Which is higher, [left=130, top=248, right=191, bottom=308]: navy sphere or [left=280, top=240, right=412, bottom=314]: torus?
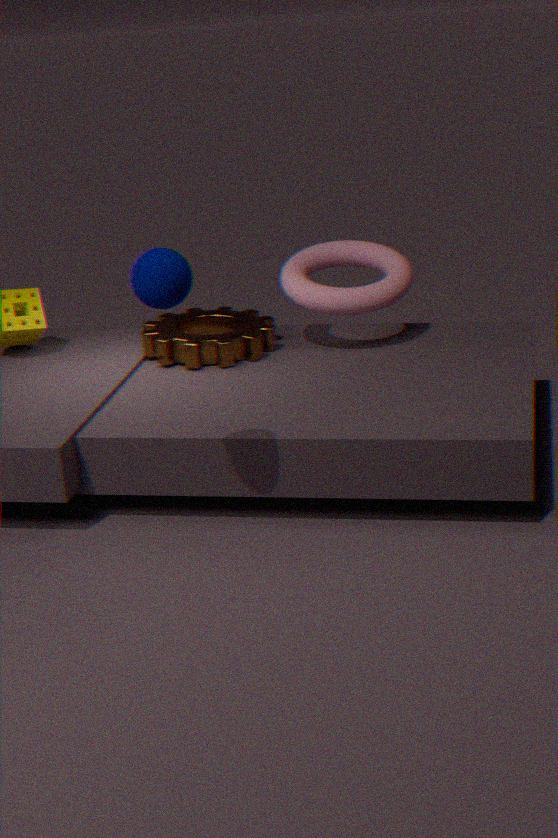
[left=130, top=248, right=191, bottom=308]: navy sphere
